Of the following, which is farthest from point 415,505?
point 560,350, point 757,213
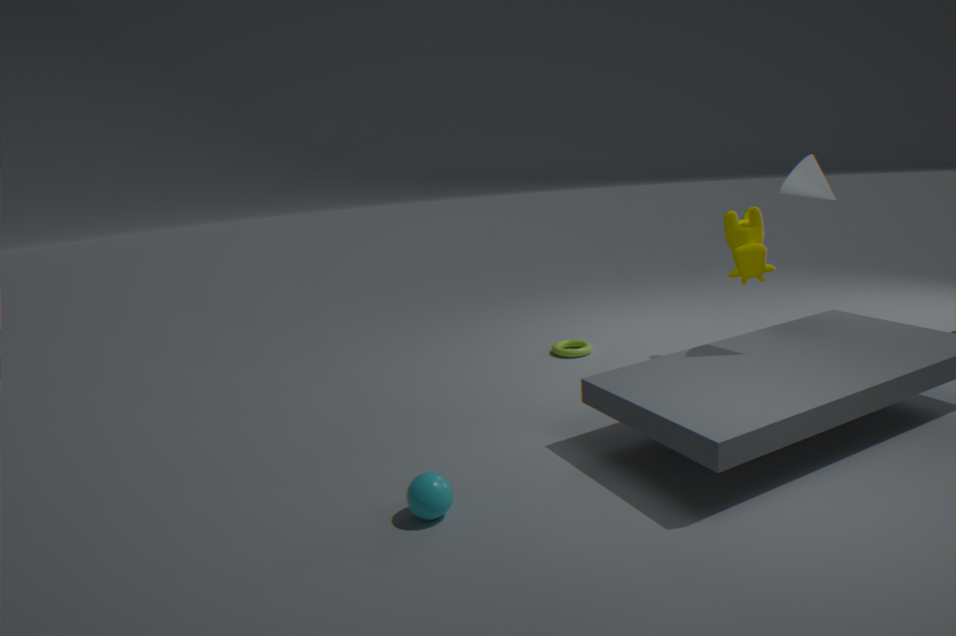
point 757,213
